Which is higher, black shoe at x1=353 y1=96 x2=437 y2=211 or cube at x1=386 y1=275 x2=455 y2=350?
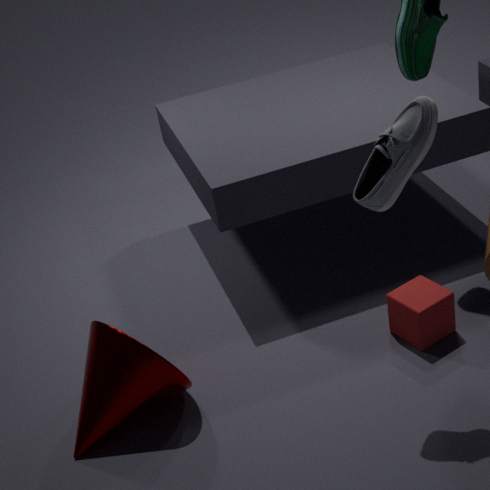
black shoe at x1=353 y1=96 x2=437 y2=211
